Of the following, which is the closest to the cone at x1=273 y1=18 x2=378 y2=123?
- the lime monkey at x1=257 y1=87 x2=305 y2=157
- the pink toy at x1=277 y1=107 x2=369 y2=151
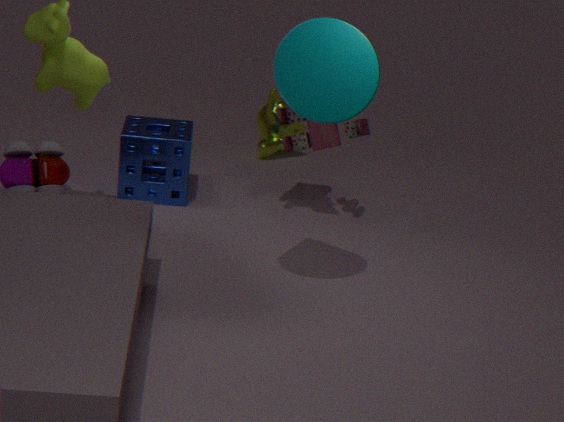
the pink toy at x1=277 y1=107 x2=369 y2=151
